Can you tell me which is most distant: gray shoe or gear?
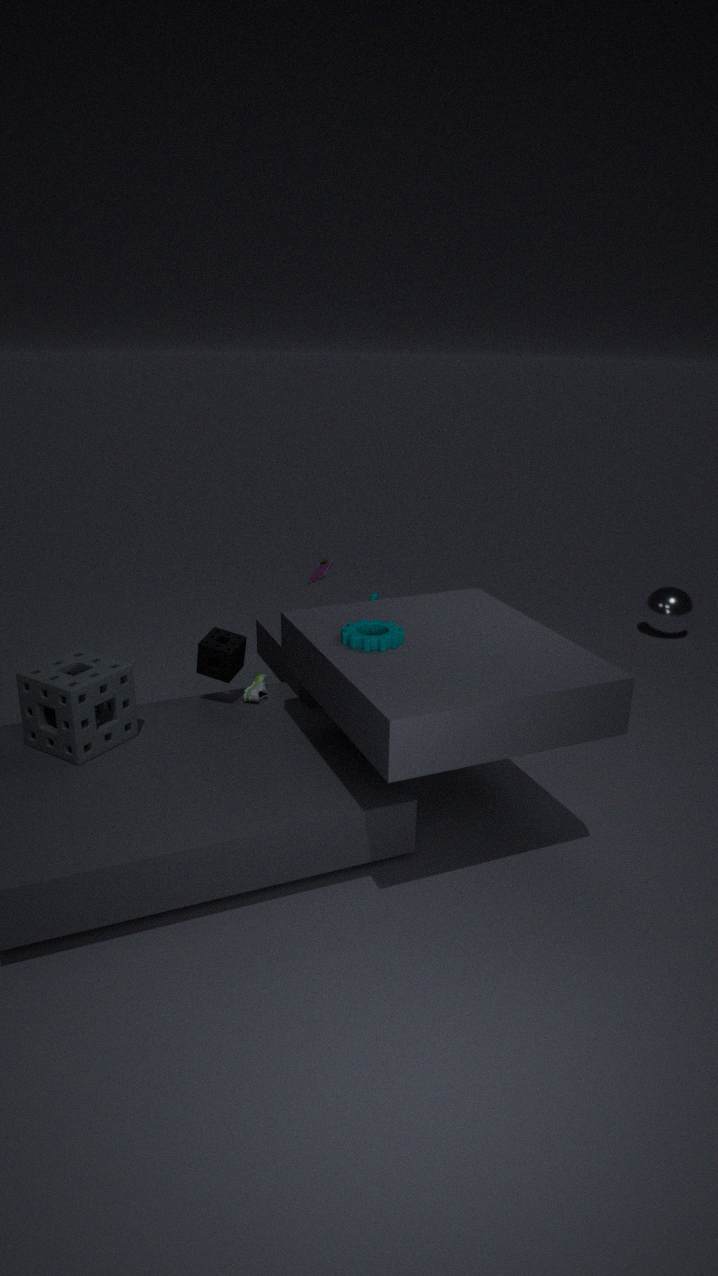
gray shoe
